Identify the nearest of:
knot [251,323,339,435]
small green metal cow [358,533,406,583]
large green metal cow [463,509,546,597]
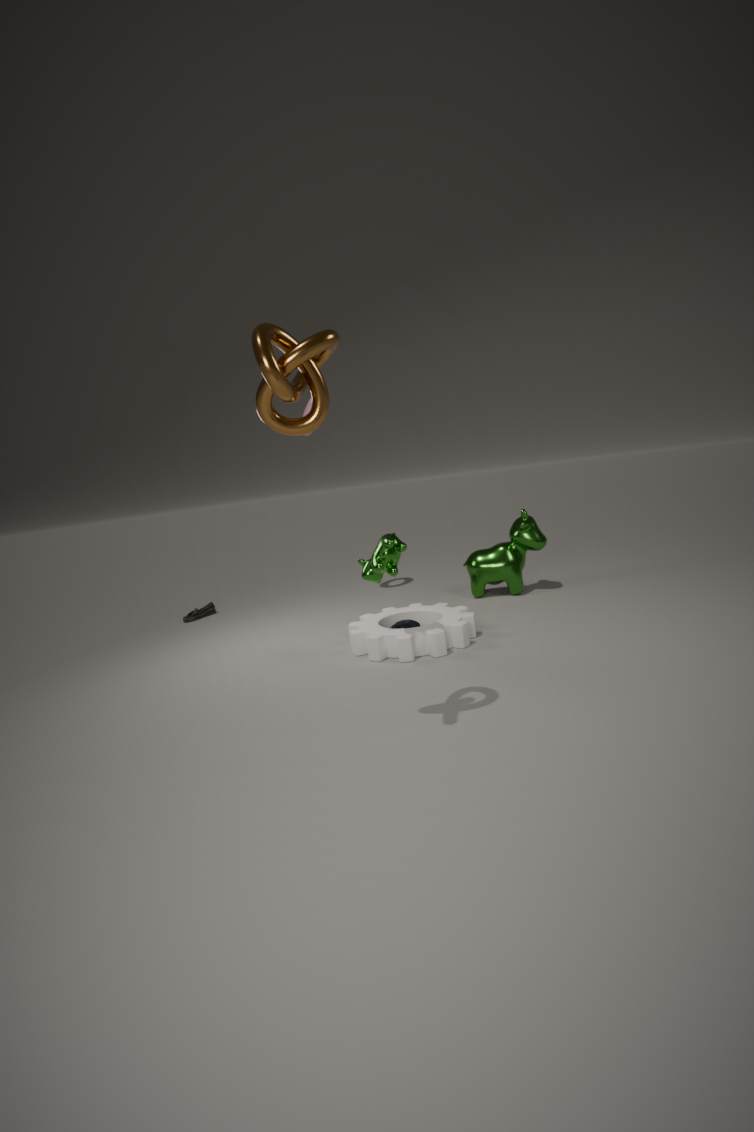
knot [251,323,339,435]
